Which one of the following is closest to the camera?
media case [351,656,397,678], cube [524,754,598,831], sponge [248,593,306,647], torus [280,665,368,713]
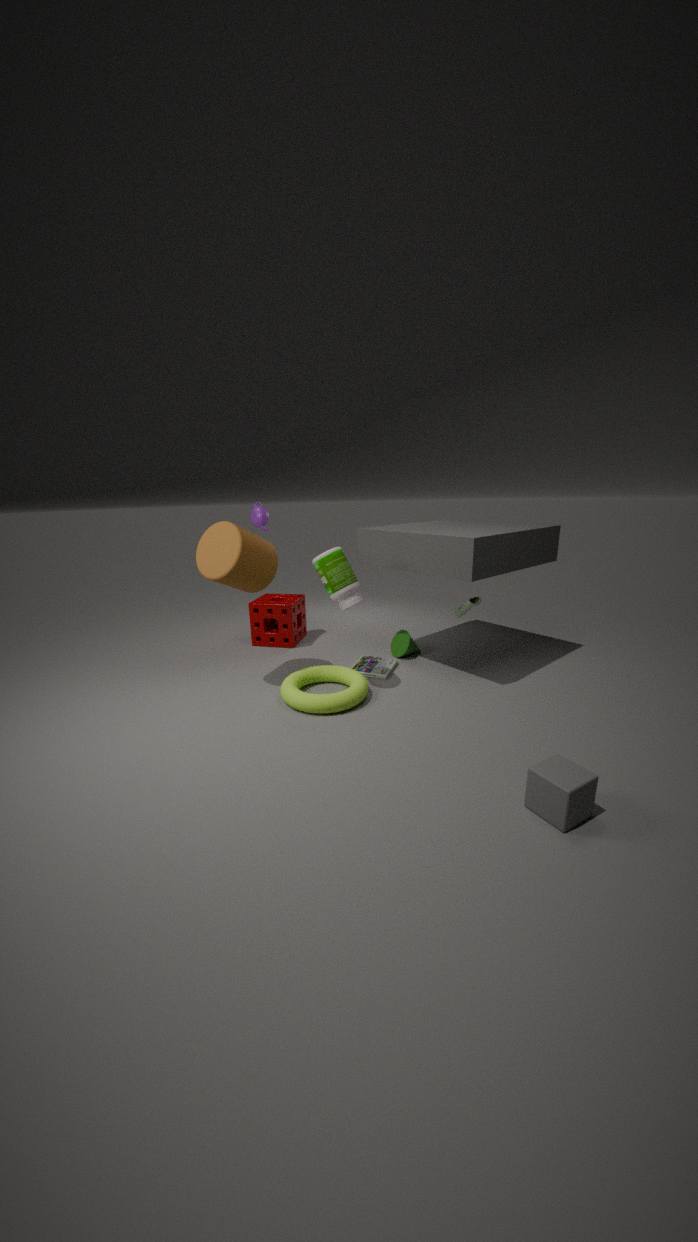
cube [524,754,598,831]
